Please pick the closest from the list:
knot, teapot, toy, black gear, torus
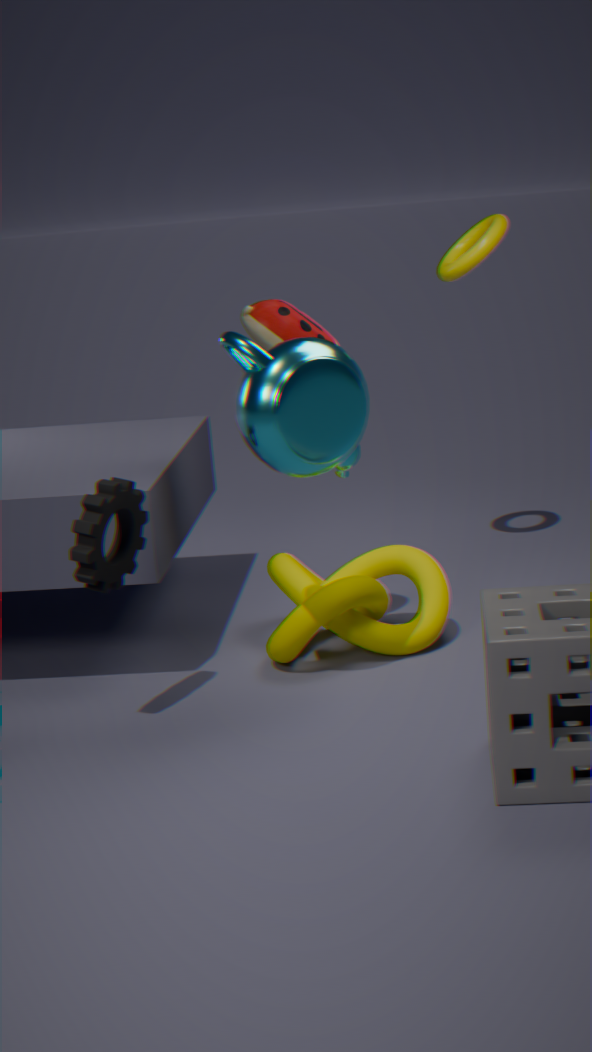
Result: teapot
